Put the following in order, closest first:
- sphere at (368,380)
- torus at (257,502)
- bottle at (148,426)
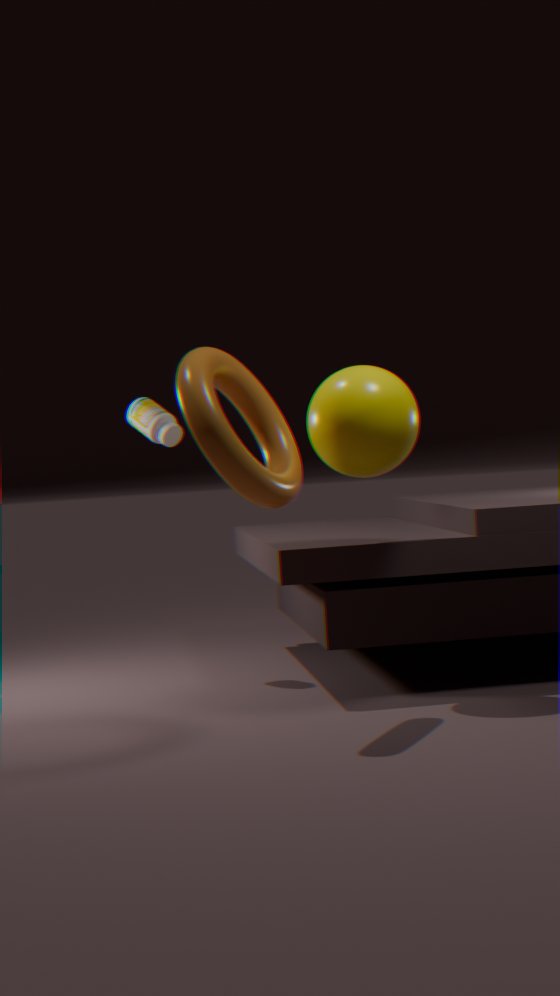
torus at (257,502), sphere at (368,380), bottle at (148,426)
